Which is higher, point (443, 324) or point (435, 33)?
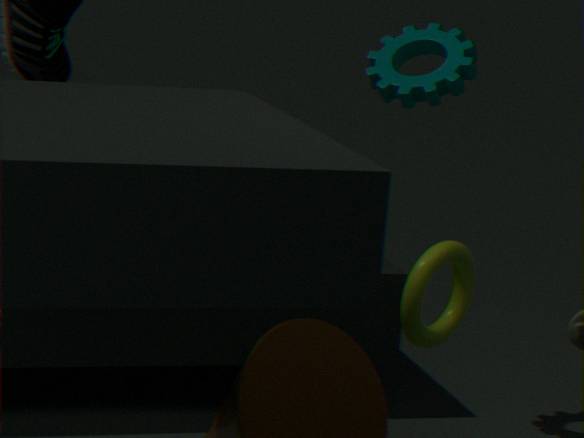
point (435, 33)
